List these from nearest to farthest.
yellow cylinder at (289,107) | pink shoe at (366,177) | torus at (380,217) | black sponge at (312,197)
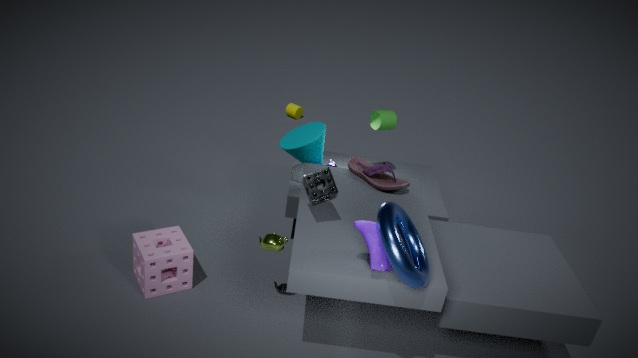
1. torus at (380,217)
2. black sponge at (312,197)
3. pink shoe at (366,177)
4. yellow cylinder at (289,107)
